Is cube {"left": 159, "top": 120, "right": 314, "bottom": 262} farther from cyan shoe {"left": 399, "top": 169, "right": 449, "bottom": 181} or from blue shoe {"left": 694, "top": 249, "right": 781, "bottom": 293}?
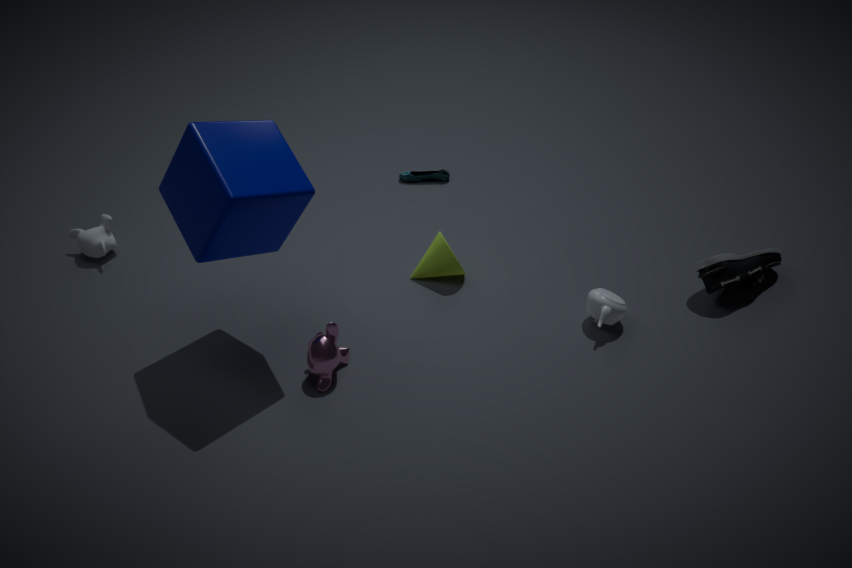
blue shoe {"left": 694, "top": 249, "right": 781, "bottom": 293}
